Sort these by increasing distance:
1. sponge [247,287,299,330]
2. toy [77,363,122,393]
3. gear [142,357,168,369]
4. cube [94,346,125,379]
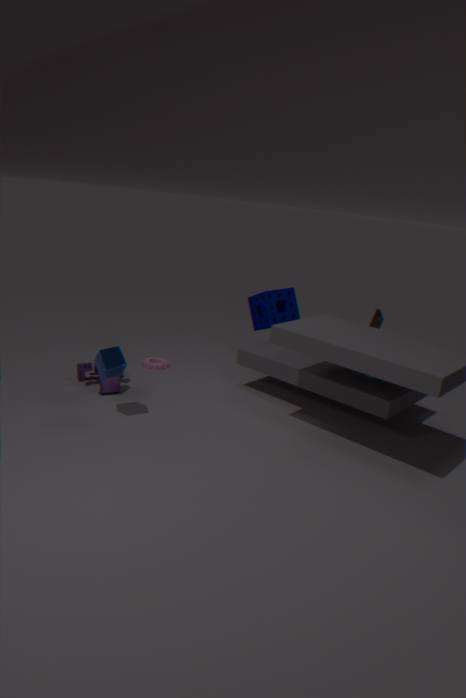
cube [94,346,125,379] → toy [77,363,122,393] → sponge [247,287,299,330] → gear [142,357,168,369]
